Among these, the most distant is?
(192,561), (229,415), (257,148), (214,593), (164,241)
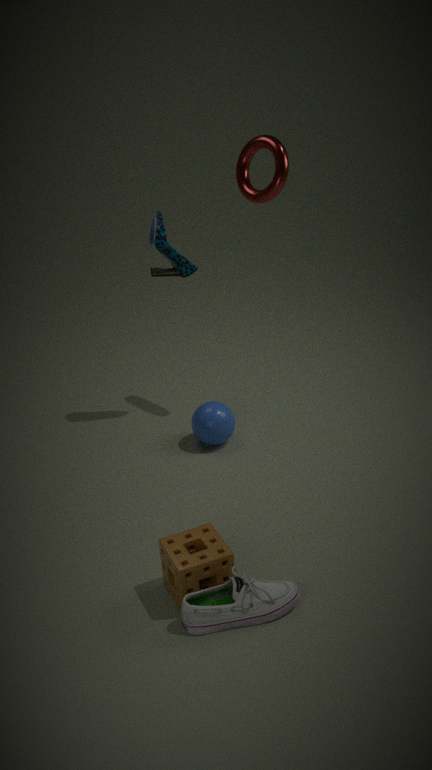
(229,415)
